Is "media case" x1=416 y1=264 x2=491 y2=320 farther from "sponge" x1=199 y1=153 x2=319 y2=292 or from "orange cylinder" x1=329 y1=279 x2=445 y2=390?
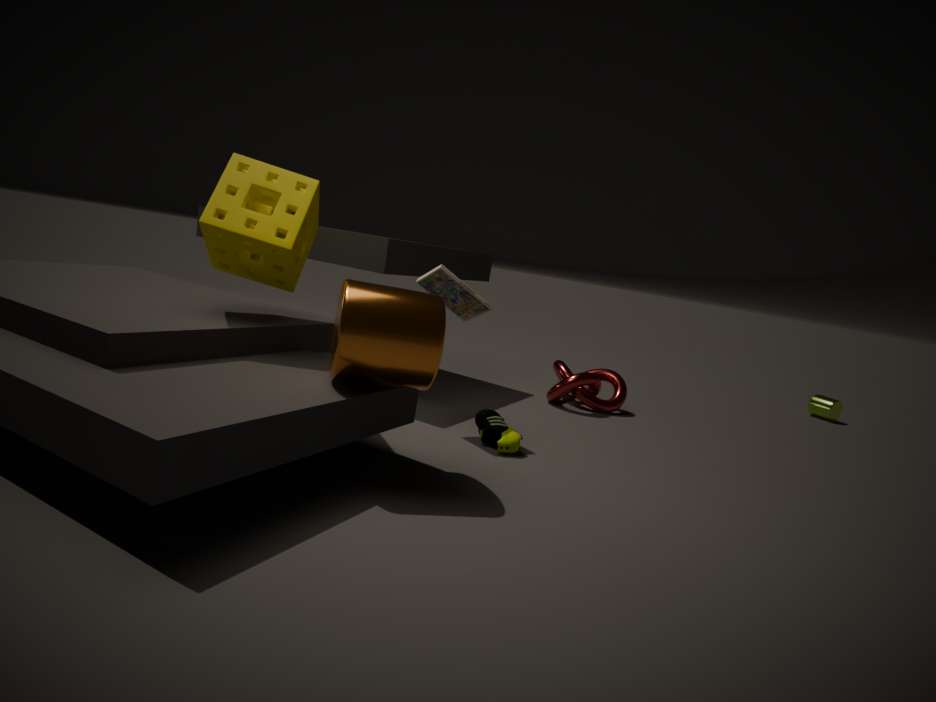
"sponge" x1=199 y1=153 x2=319 y2=292
